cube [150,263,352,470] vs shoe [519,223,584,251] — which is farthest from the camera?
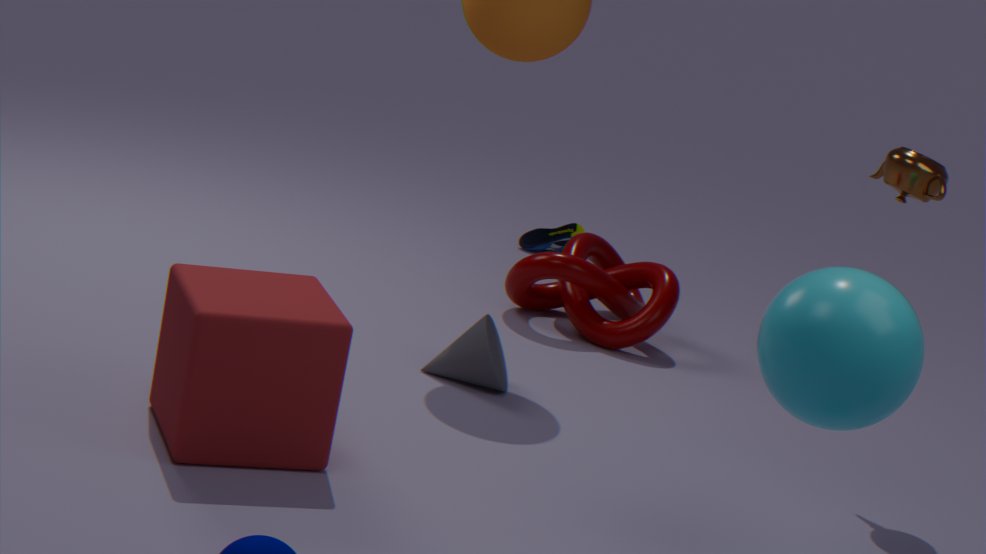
shoe [519,223,584,251]
